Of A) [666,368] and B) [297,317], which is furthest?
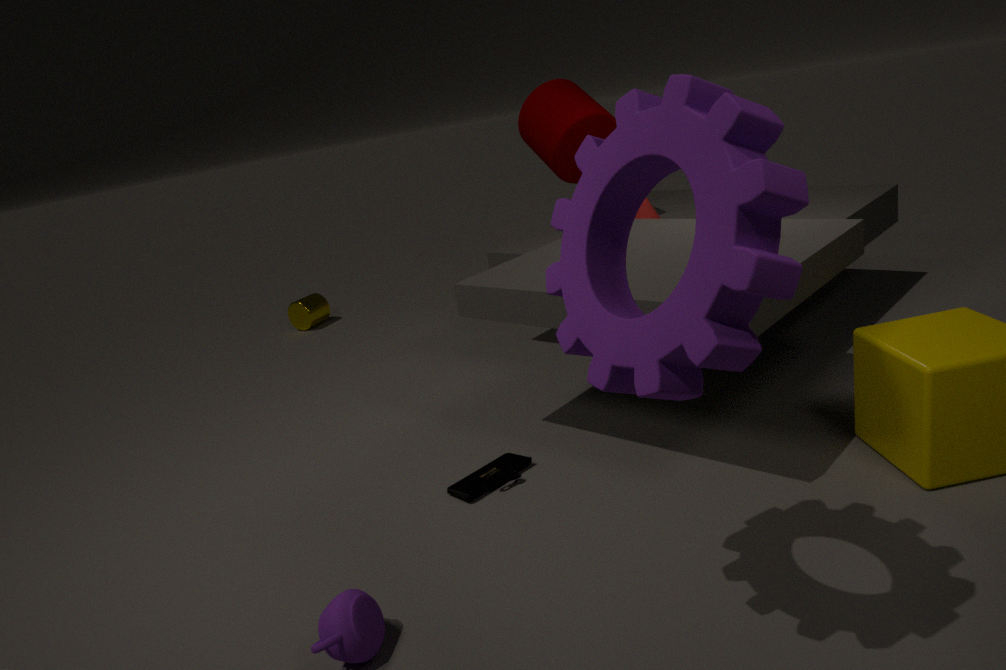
B. [297,317]
